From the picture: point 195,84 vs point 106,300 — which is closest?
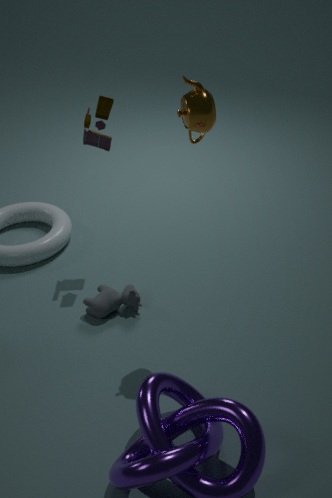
point 195,84
